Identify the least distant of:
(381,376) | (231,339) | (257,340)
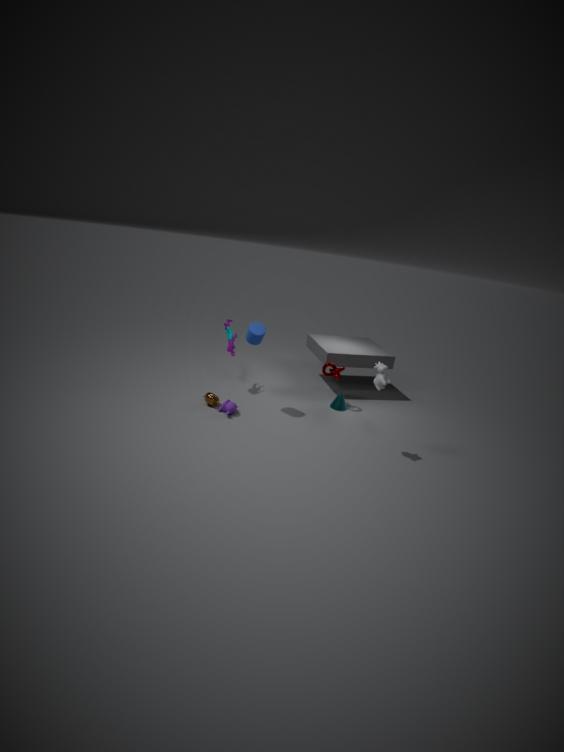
(381,376)
